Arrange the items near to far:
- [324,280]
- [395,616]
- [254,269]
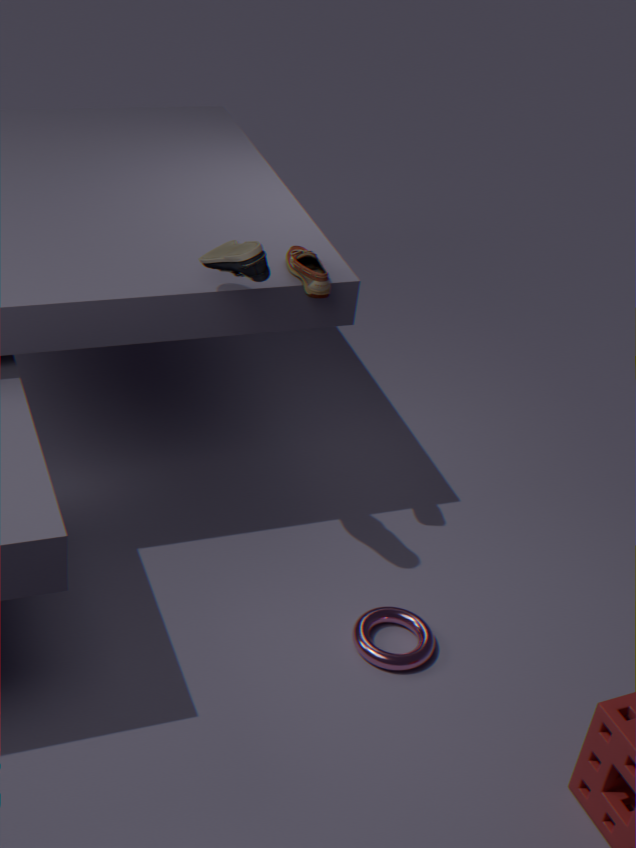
[254,269]
[324,280]
[395,616]
